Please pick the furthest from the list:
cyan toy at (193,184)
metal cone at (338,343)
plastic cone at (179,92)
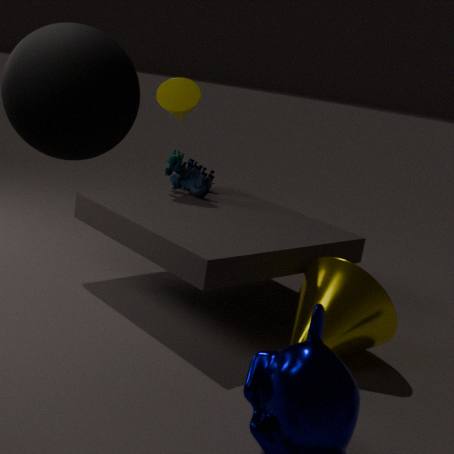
plastic cone at (179,92)
